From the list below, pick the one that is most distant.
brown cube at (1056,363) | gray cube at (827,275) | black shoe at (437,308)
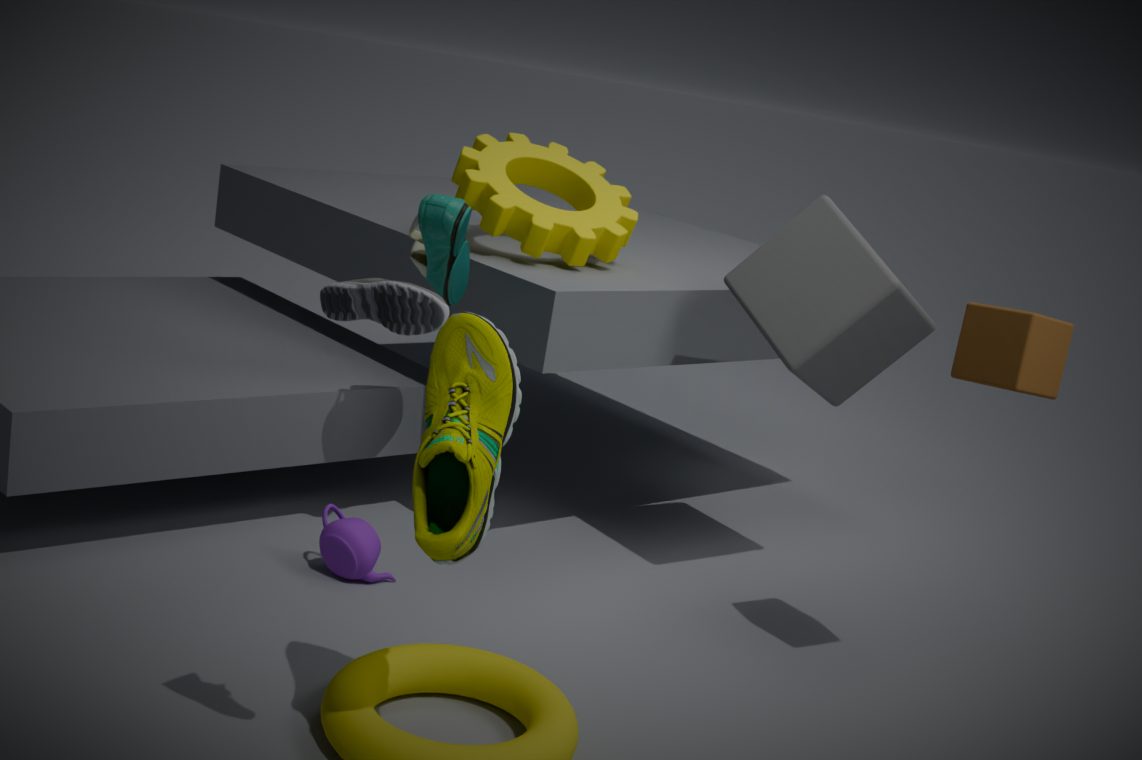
gray cube at (827,275)
